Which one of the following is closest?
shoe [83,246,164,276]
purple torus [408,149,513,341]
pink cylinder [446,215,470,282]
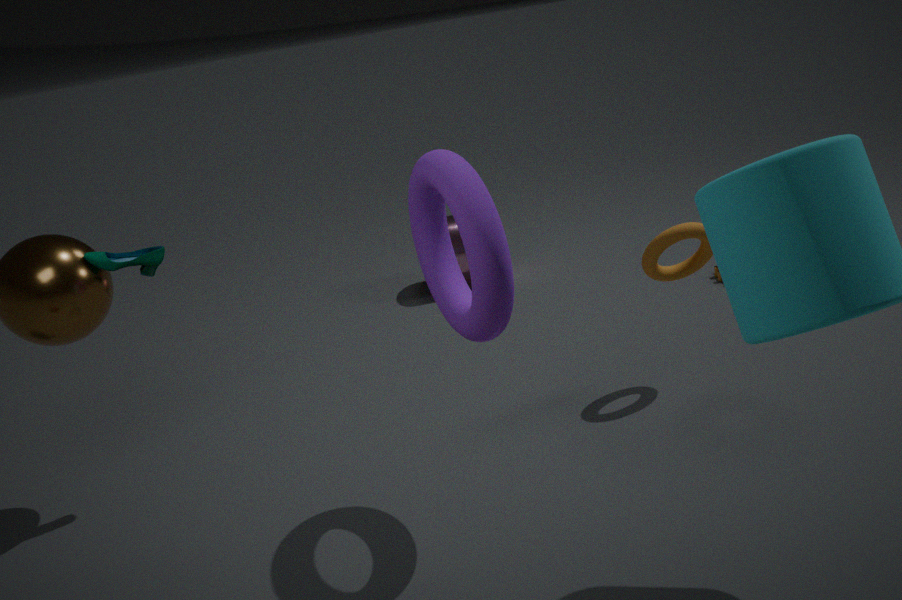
purple torus [408,149,513,341]
